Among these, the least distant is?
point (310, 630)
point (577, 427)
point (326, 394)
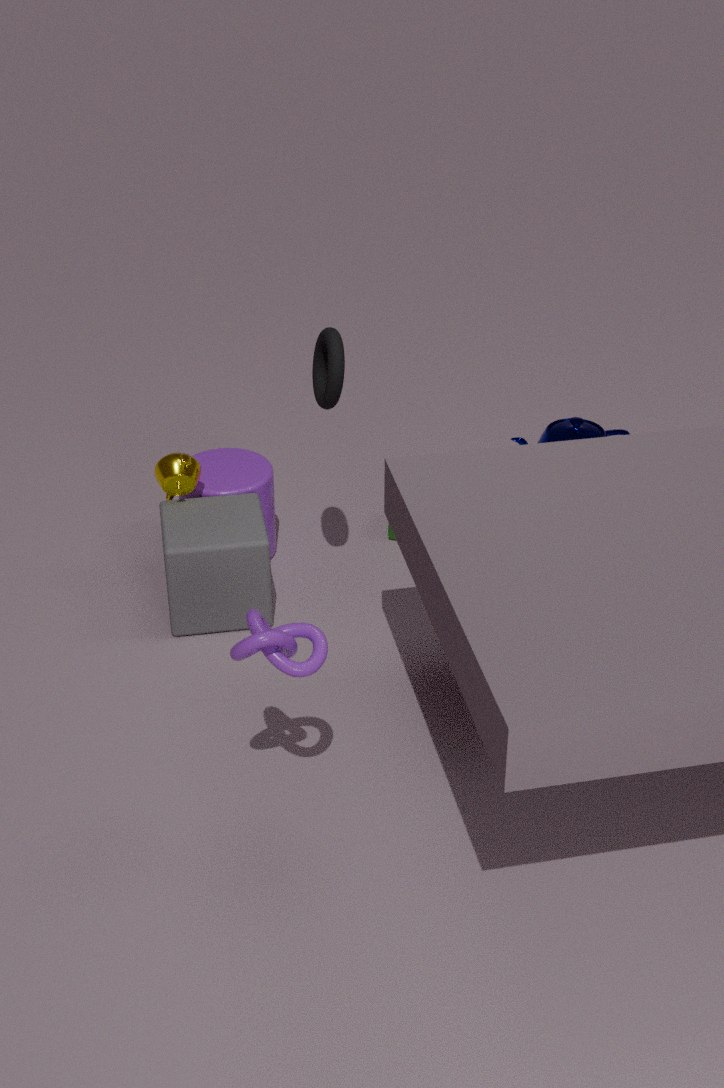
point (310, 630)
